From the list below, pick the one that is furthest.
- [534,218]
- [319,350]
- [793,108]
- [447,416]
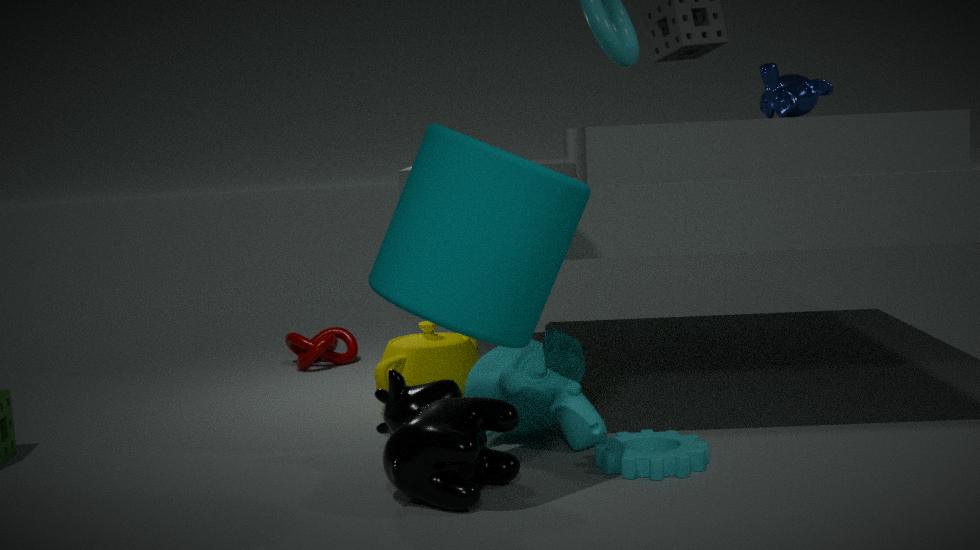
[319,350]
